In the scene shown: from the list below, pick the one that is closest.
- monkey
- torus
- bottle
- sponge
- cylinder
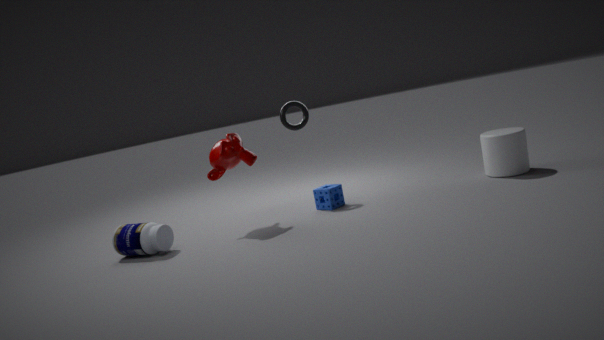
bottle
